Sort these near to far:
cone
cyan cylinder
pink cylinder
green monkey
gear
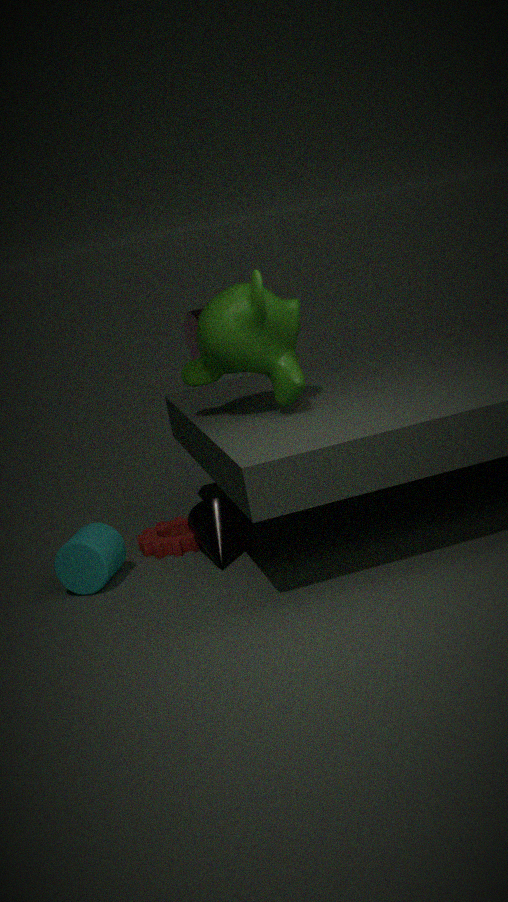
1. green monkey
2. cyan cylinder
3. cone
4. gear
5. pink cylinder
